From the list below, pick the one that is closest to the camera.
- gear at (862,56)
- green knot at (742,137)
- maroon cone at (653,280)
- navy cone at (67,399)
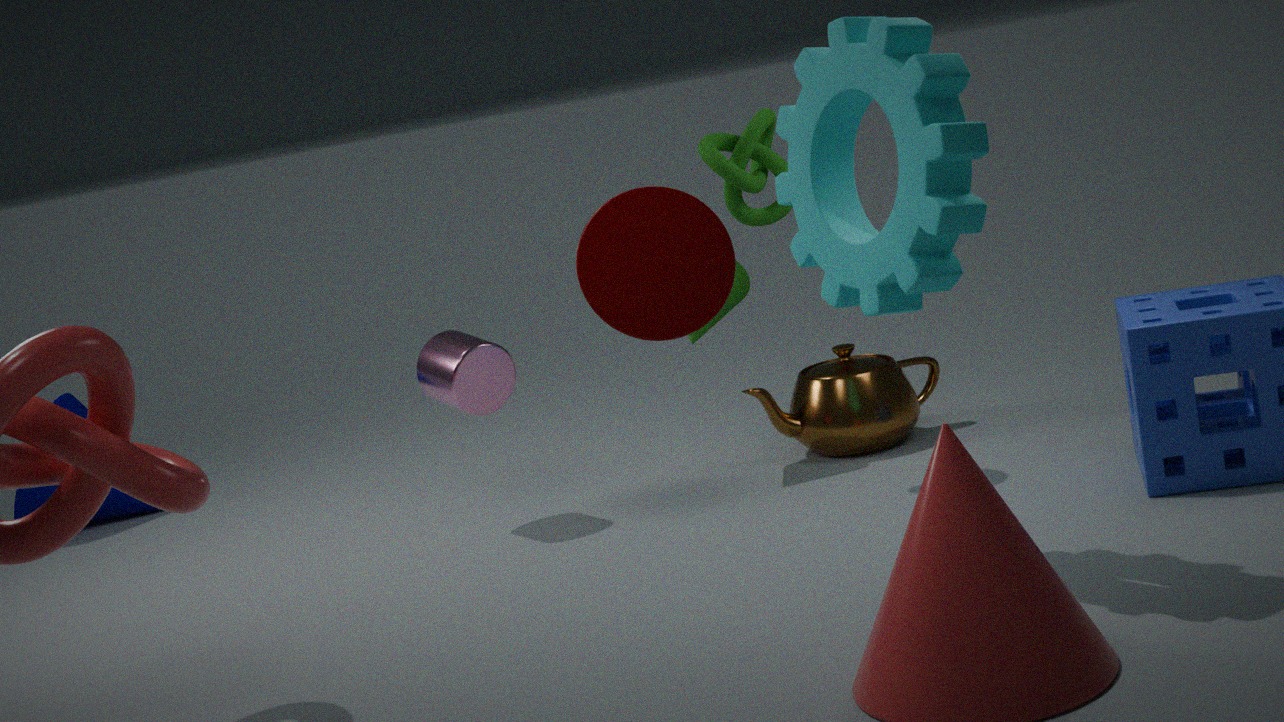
maroon cone at (653,280)
